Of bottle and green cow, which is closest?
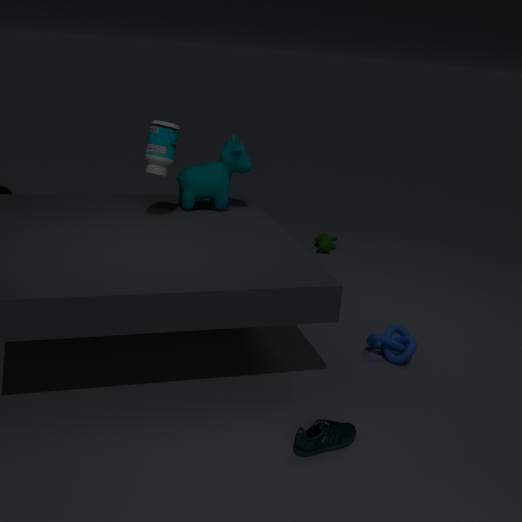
bottle
